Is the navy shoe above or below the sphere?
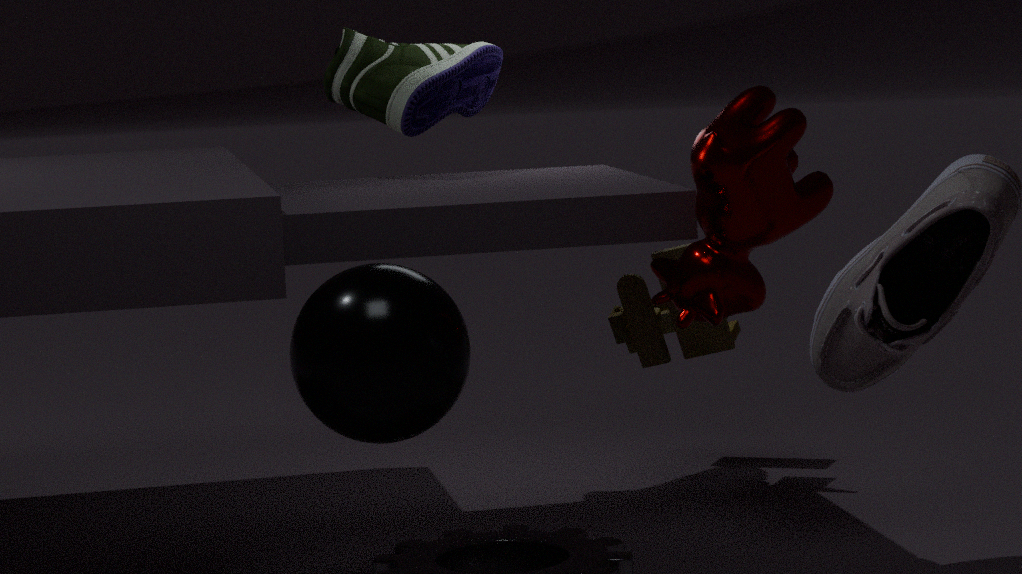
above
